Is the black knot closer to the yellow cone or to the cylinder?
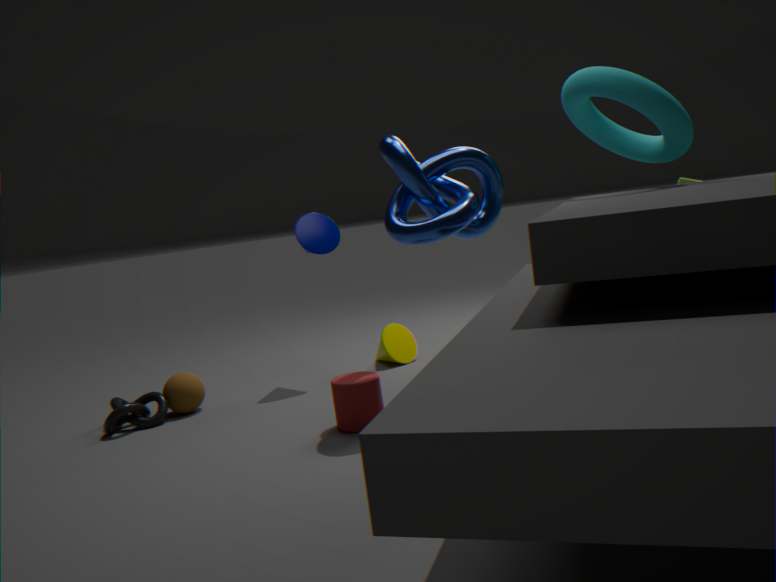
the cylinder
